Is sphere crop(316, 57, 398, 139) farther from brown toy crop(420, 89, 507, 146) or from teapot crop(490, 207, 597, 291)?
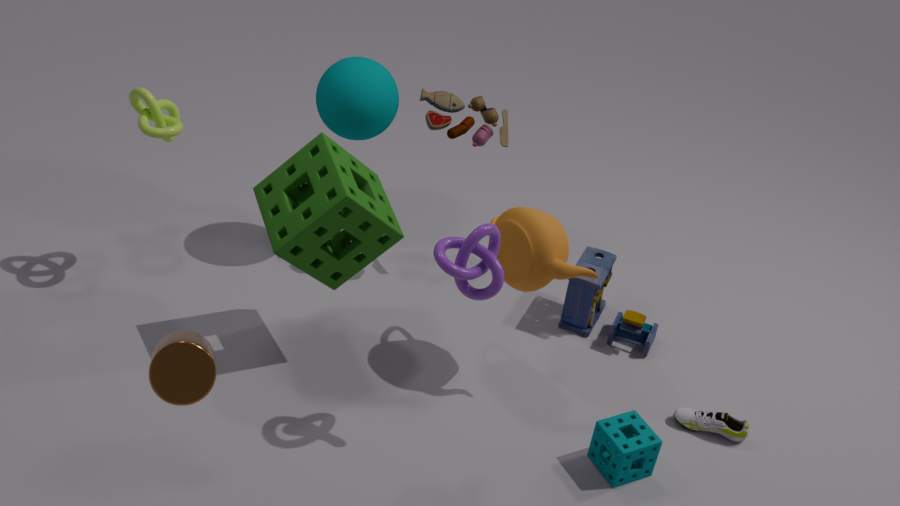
teapot crop(490, 207, 597, 291)
